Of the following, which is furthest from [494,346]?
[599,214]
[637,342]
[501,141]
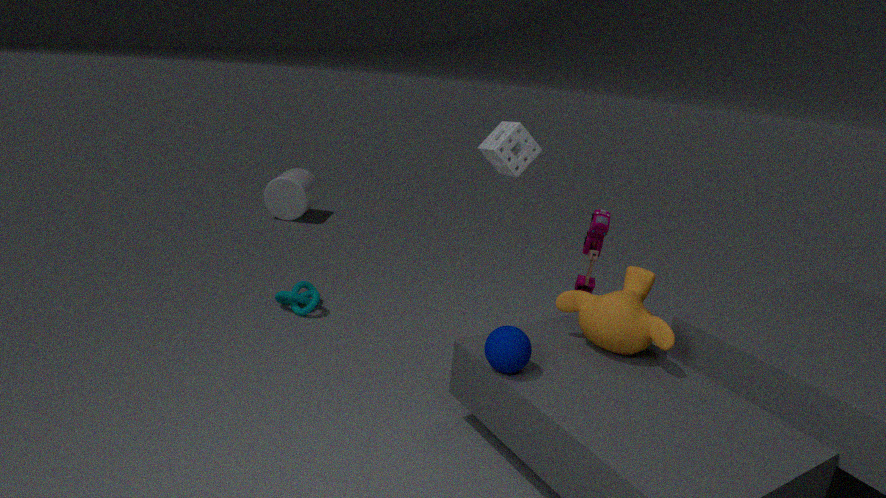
[501,141]
